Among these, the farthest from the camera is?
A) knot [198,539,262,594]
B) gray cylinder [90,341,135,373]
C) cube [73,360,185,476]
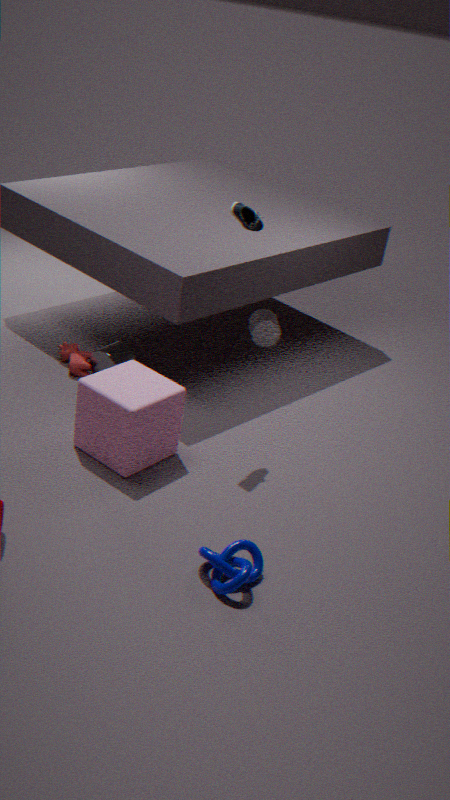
gray cylinder [90,341,135,373]
